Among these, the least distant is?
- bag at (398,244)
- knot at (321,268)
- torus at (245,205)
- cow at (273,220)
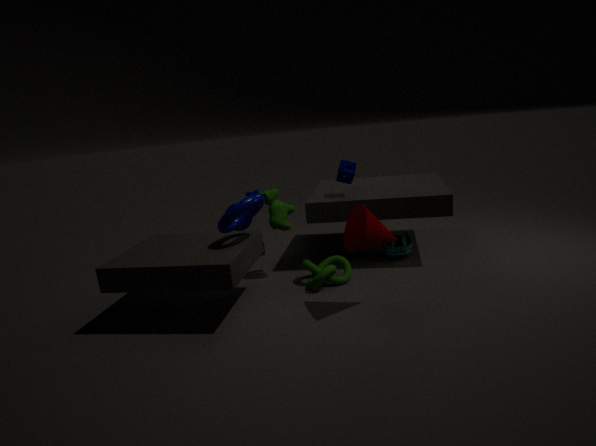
torus at (245,205)
